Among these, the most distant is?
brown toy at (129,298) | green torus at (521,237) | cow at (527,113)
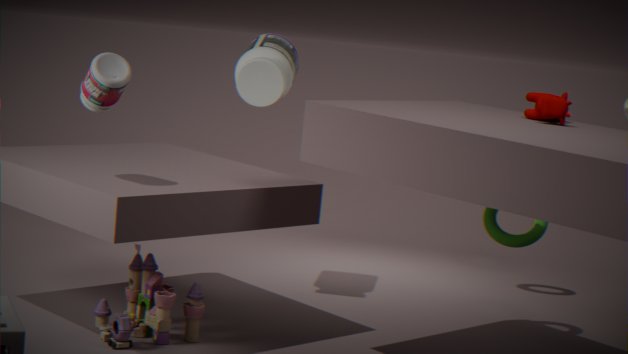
green torus at (521,237)
